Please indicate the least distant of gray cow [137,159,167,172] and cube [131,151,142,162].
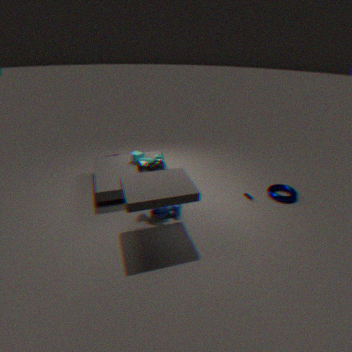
gray cow [137,159,167,172]
